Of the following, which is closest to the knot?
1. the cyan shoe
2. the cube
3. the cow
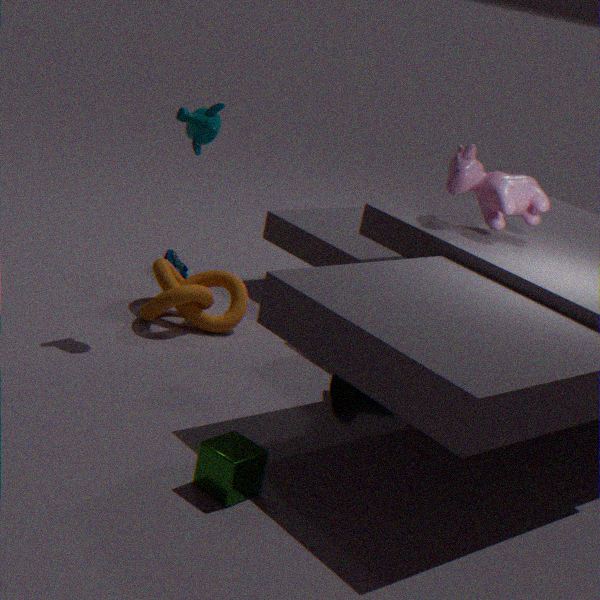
the cyan shoe
